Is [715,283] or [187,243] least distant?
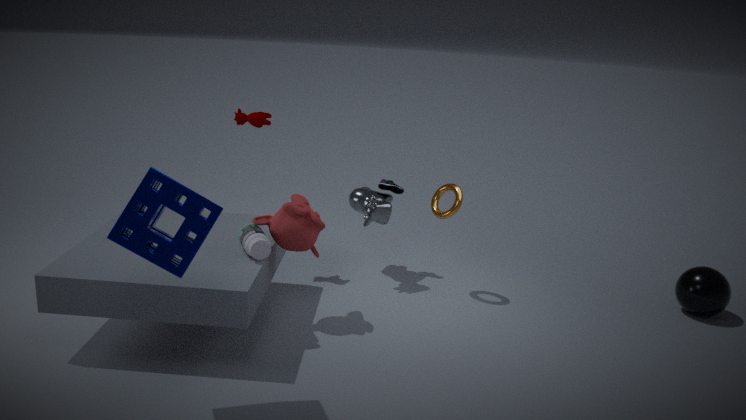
[187,243]
